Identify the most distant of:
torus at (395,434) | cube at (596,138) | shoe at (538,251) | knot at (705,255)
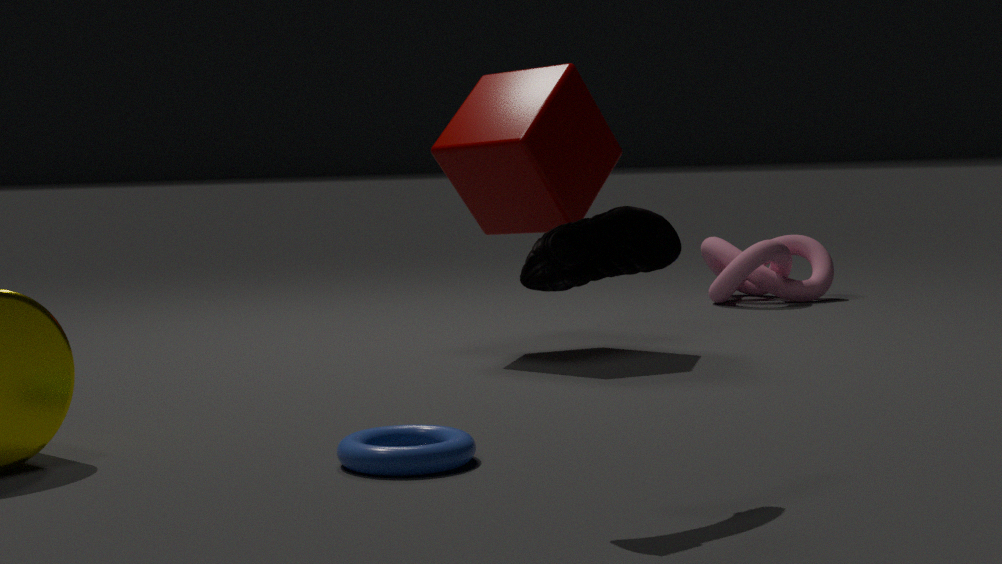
knot at (705,255)
